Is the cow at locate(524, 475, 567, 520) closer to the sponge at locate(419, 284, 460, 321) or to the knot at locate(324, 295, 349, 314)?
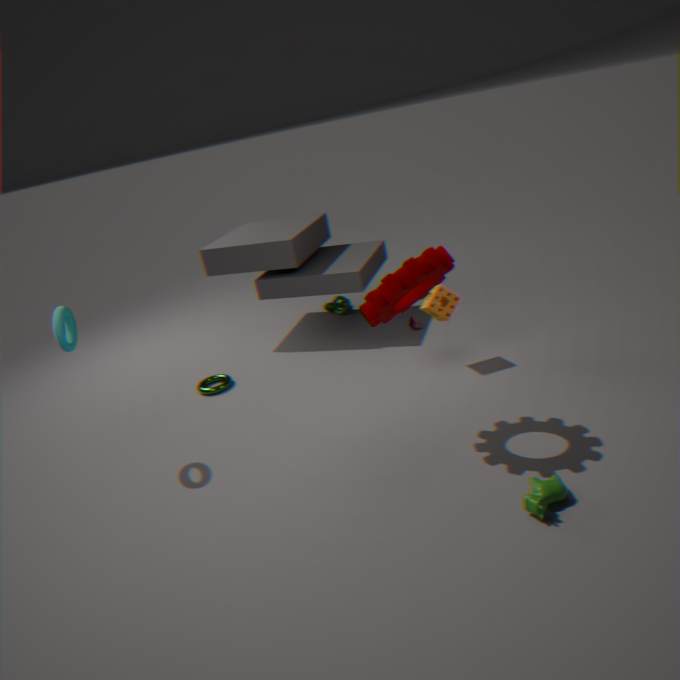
the sponge at locate(419, 284, 460, 321)
